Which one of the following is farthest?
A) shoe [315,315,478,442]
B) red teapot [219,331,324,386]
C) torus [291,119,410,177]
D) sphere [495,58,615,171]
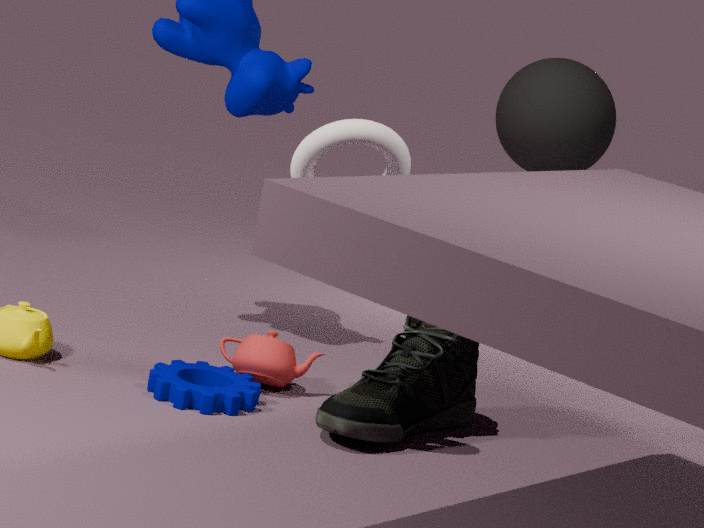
D
